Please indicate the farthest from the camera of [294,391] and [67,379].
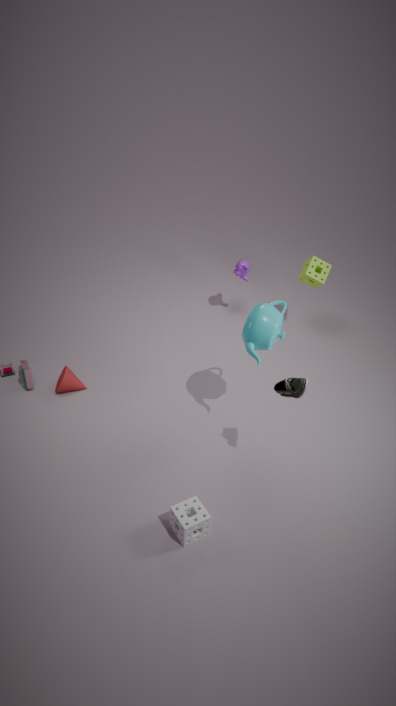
[67,379]
